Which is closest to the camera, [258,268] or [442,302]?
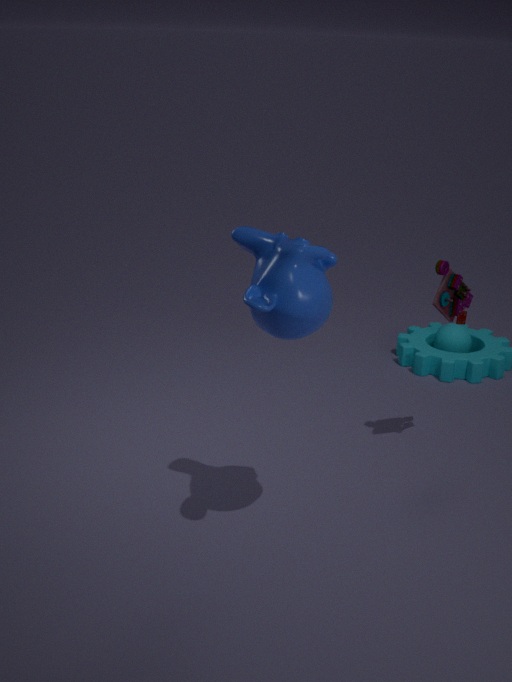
[258,268]
